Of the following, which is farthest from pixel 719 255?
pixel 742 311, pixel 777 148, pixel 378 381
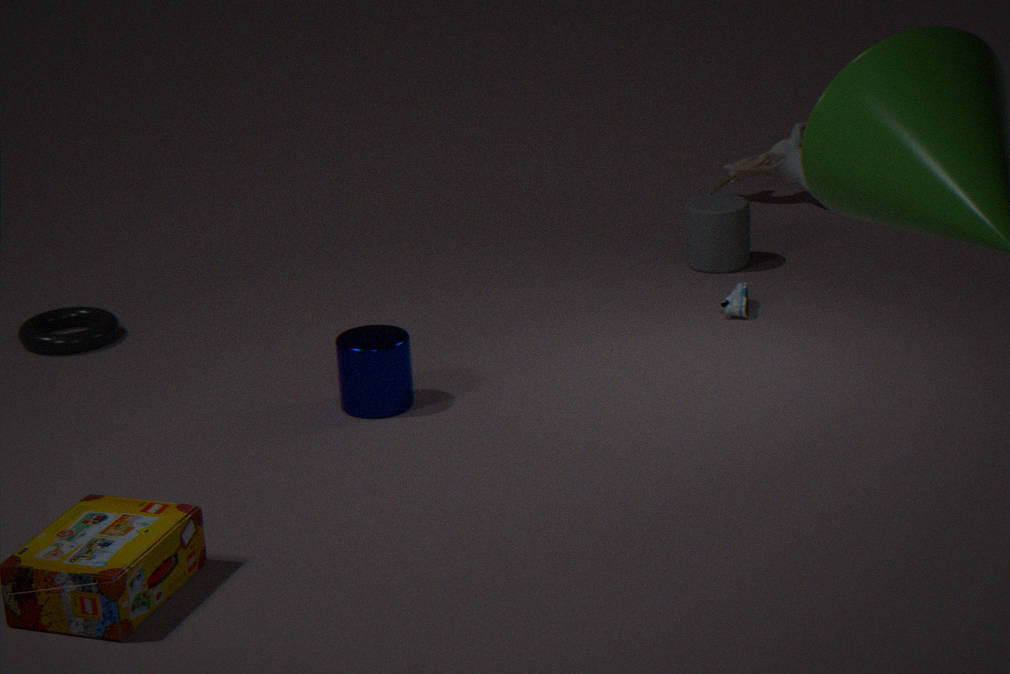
pixel 378 381
